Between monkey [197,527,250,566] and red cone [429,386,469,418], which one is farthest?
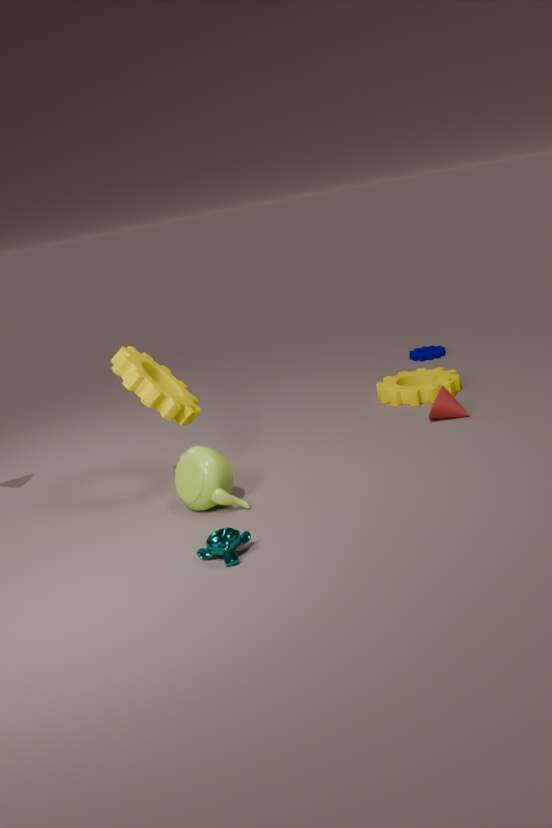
red cone [429,386,469,418]
